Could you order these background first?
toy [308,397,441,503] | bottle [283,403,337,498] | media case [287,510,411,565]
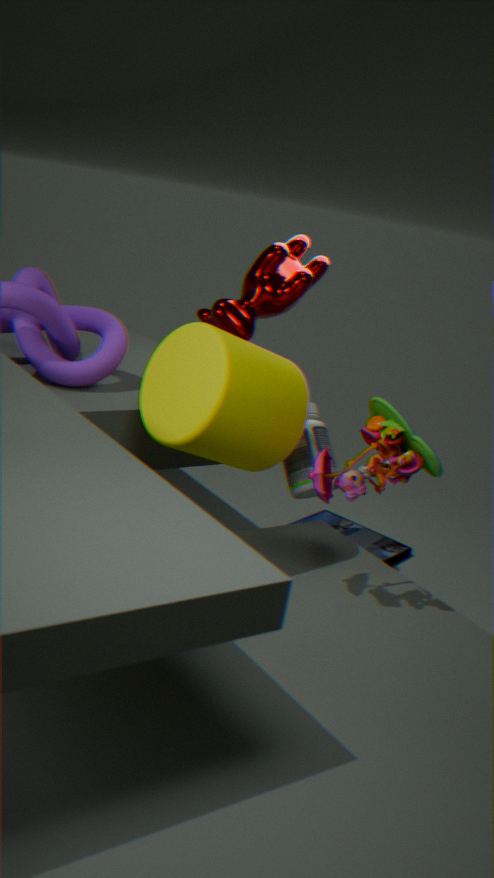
media case [287,510,411,565], bottle [283,403,337,498], toy [308,397,441,503]
